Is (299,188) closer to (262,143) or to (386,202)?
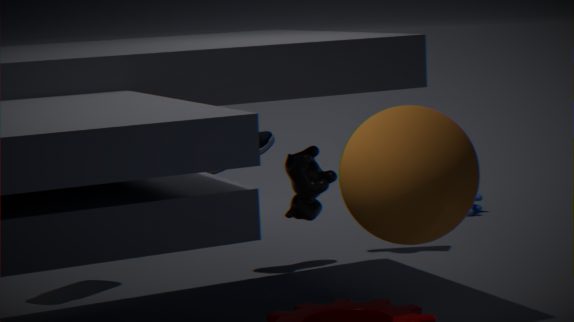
(386,202)
